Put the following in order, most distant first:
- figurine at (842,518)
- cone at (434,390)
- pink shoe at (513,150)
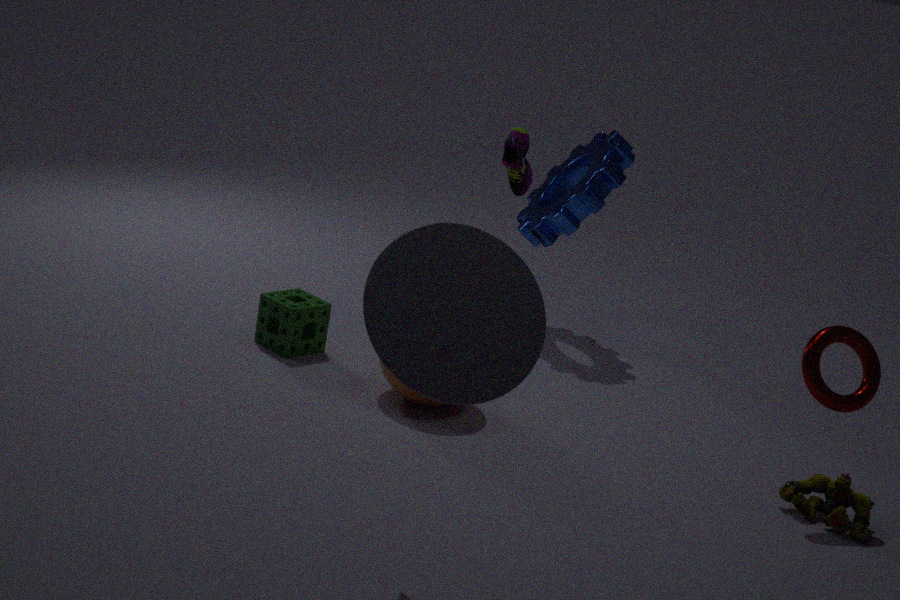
1. pink shoe at (513,150)
2. figurine at (842,518)
3. cone at (434,390)
